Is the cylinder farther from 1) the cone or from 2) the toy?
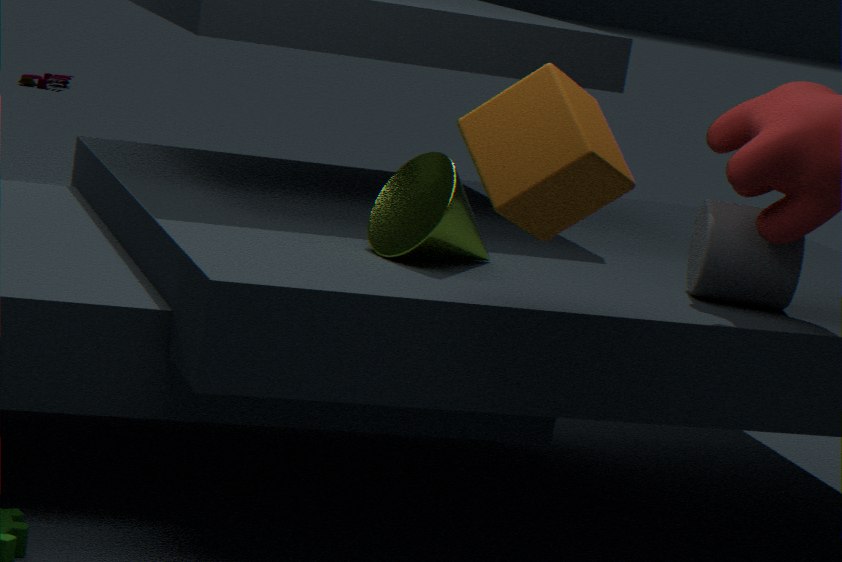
2) the toy
